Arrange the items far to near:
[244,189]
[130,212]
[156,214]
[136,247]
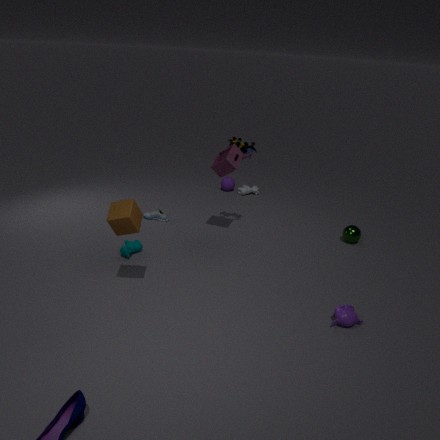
1. [244,189]
2. [156,214]
3. [136,247]
4. [130,212]
